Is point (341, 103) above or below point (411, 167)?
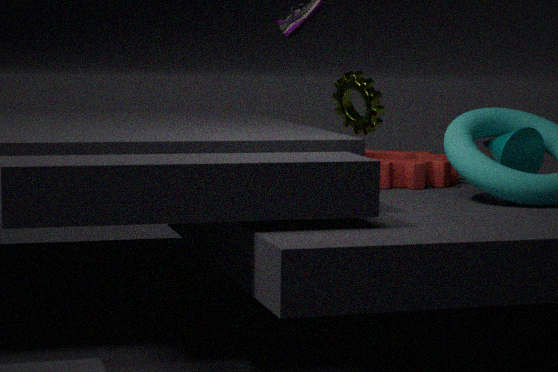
above
